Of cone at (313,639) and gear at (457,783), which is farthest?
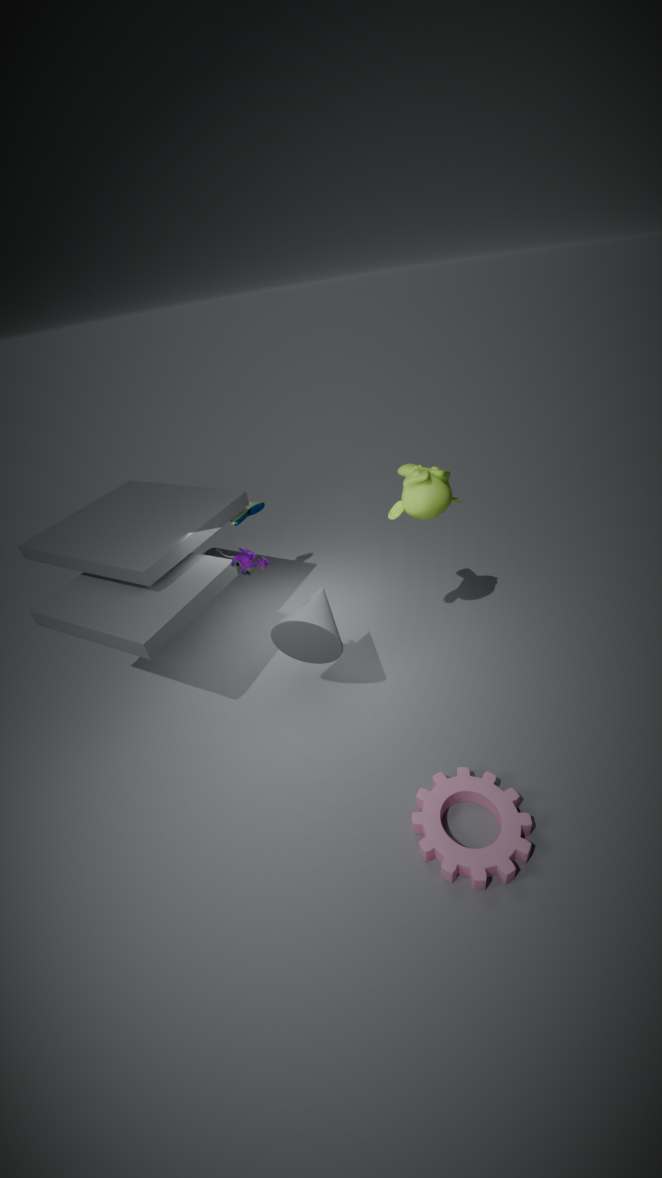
cone at (313,639)
